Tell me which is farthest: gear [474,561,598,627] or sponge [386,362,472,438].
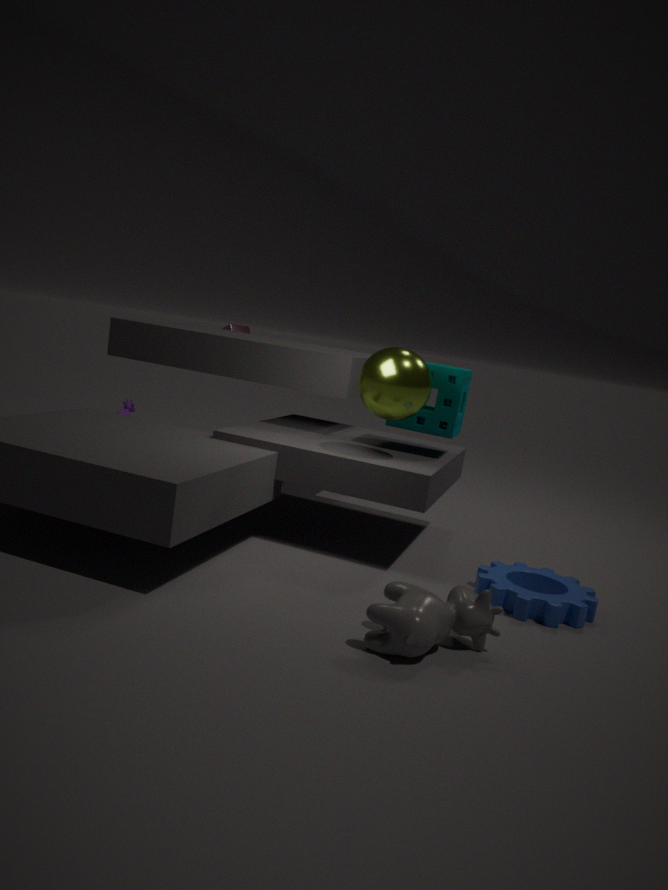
sponge [386,362,472,438]
